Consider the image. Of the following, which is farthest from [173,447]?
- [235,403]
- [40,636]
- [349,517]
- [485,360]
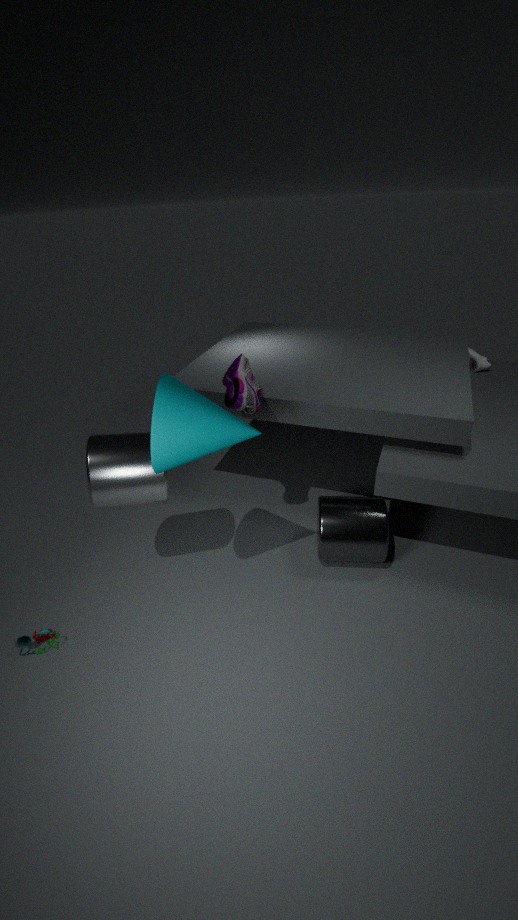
[485,360]
